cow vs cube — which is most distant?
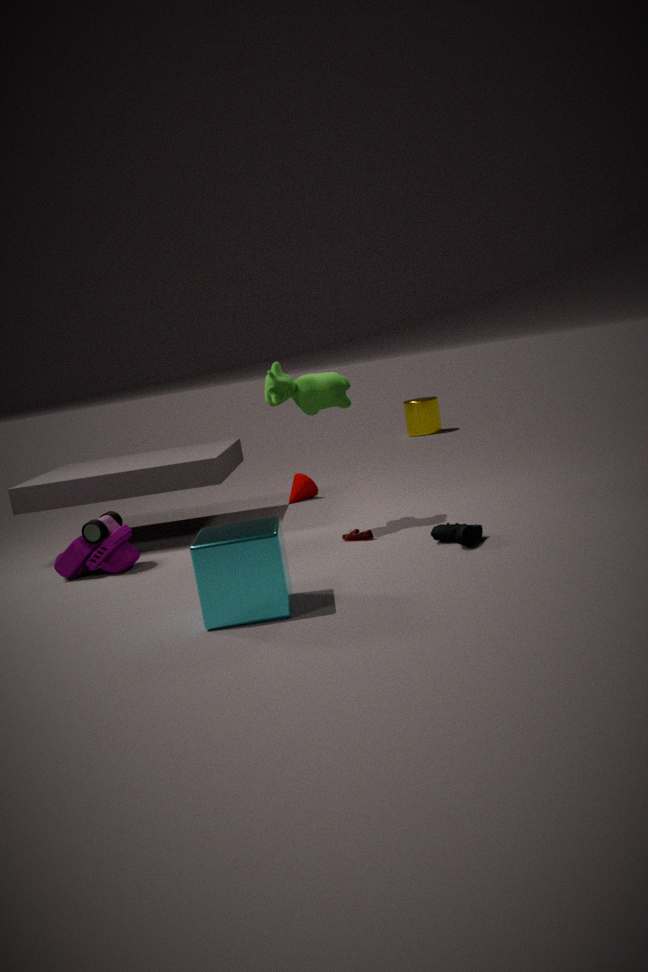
cow
